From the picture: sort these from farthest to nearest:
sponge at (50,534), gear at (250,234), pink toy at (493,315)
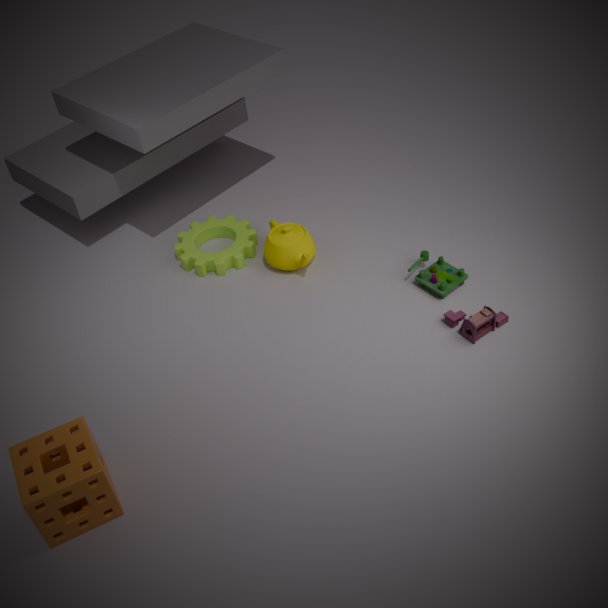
gear at (250,234) < pink toy at (493,315) < sponge at (50,534)
